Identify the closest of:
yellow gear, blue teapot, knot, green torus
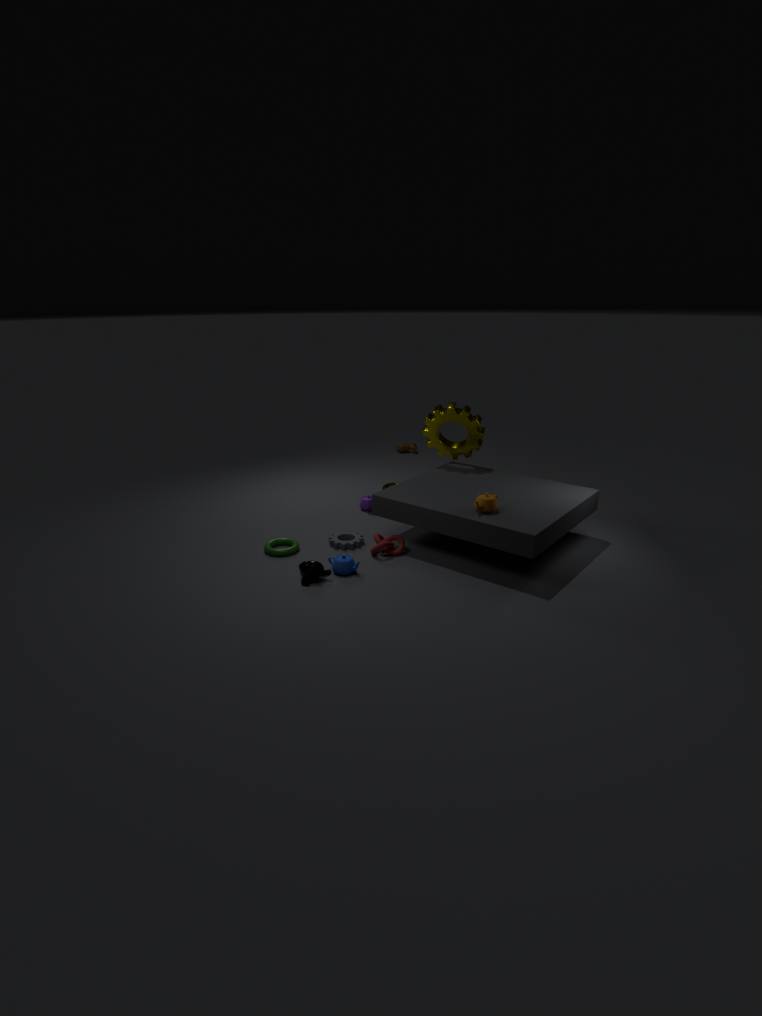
blue teapot
